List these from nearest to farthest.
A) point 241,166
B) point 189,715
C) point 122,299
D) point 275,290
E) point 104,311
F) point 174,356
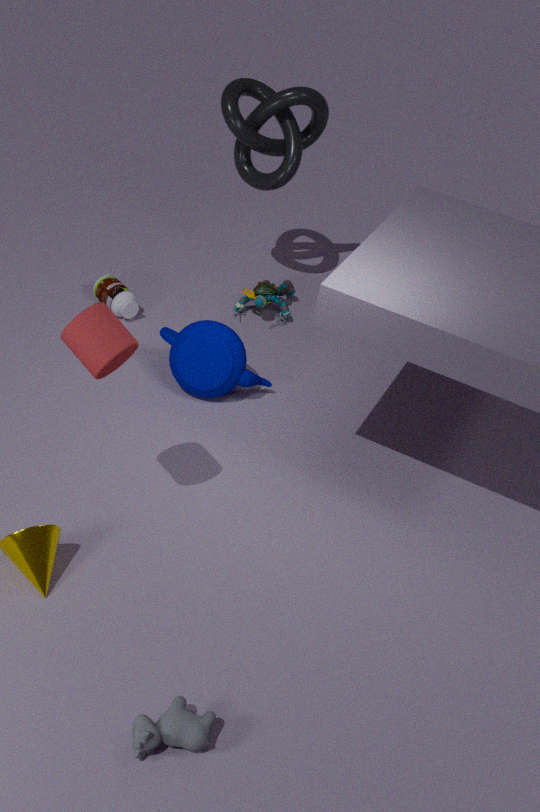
point 189,715 < point 104,311 < point 174,356 < point 122,299 < point 241,166 < point 275,290
